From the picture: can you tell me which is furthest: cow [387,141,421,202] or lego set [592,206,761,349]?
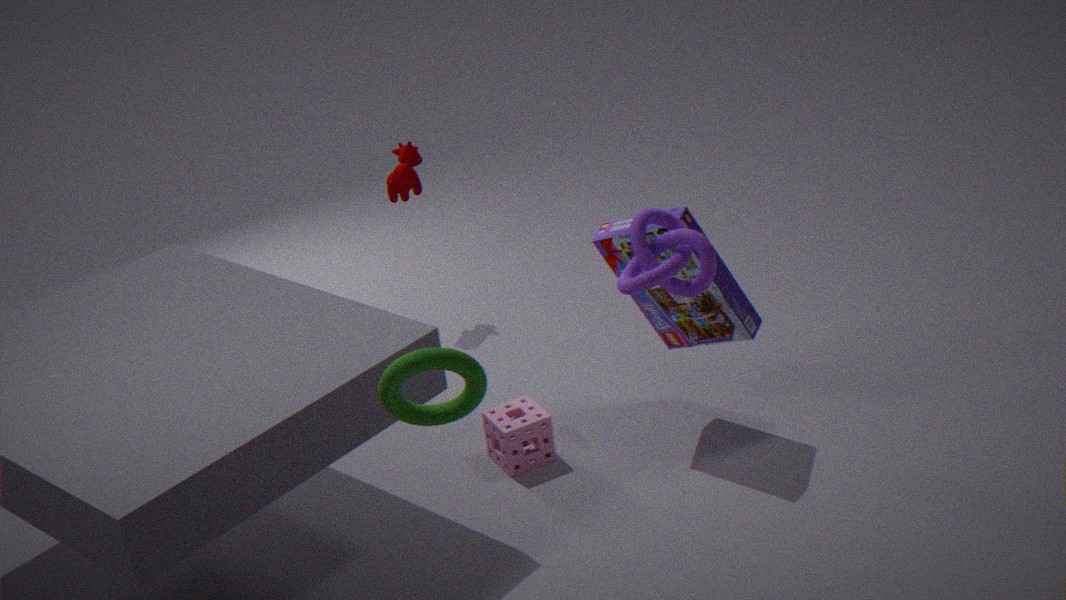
cow [387,141,421,202]
